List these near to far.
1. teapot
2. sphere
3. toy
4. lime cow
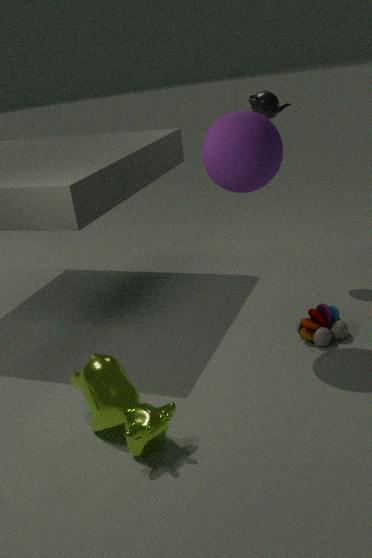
1. lime cow
2. sphere
3. toy
4. teapot
